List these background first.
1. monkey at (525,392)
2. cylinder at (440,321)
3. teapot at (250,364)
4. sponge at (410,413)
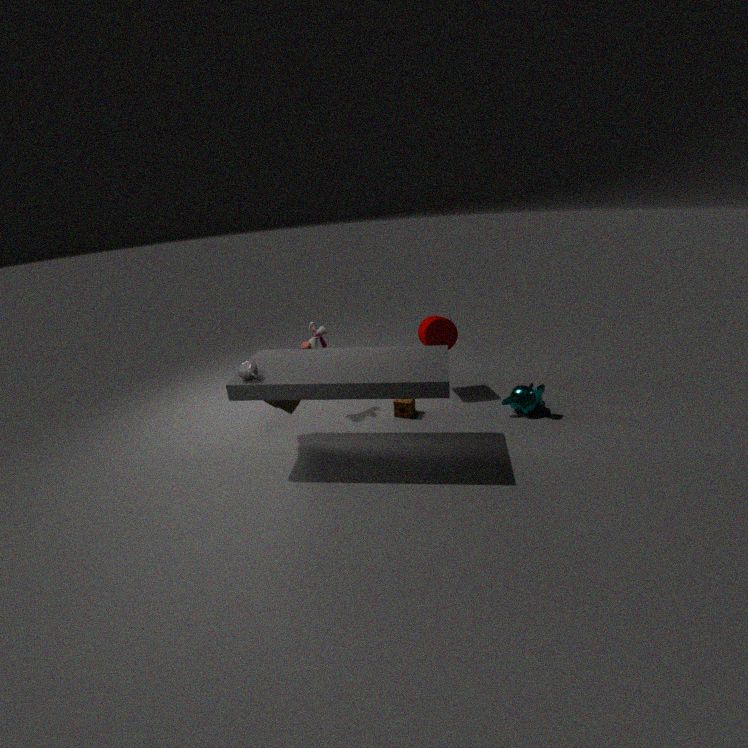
cylinder at (440,321), sponge at (410,413), monkey at (525,392), teapot at (250,364)
